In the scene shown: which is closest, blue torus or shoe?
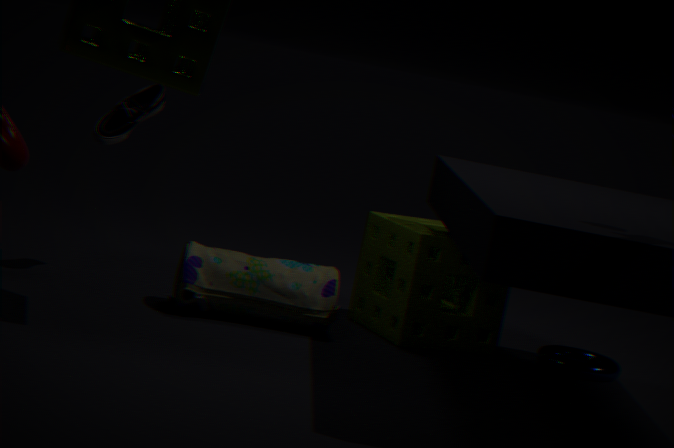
shoe
